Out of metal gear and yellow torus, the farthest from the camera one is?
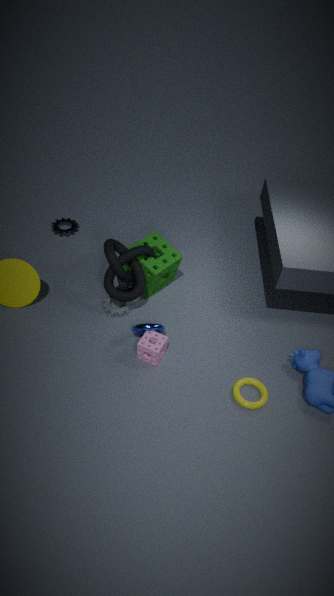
metal gear
